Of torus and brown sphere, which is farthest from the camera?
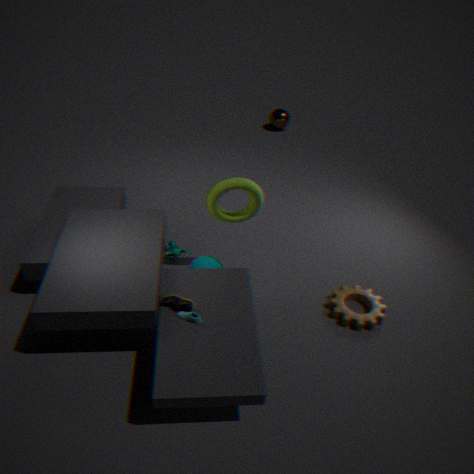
brown sphere
